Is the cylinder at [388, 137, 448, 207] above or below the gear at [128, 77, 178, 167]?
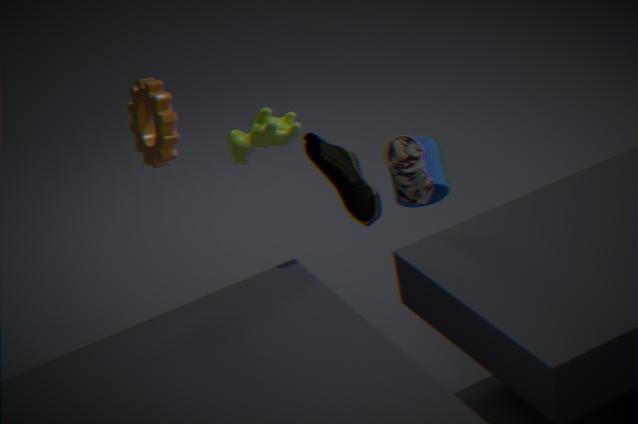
below
